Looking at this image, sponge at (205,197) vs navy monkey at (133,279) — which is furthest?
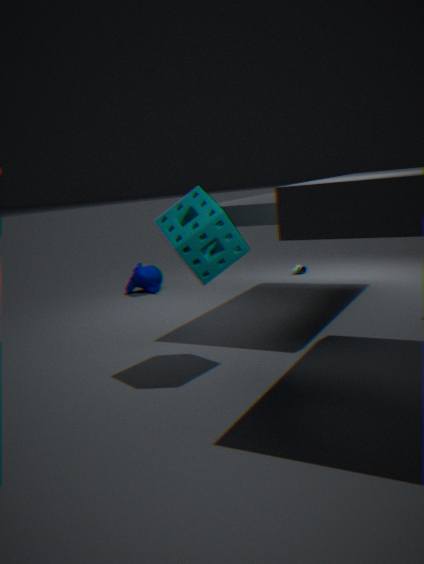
navy monkey at (133,279)
